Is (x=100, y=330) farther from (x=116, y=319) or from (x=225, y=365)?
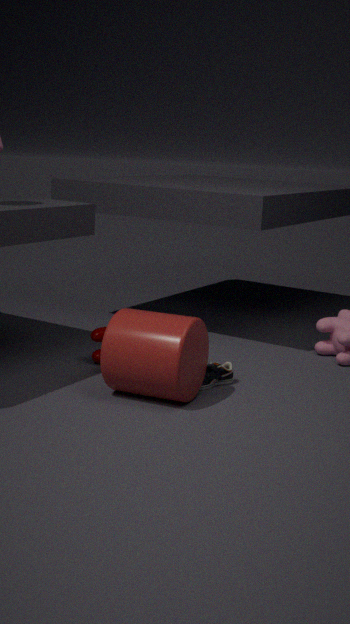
(x=225, y=365)
